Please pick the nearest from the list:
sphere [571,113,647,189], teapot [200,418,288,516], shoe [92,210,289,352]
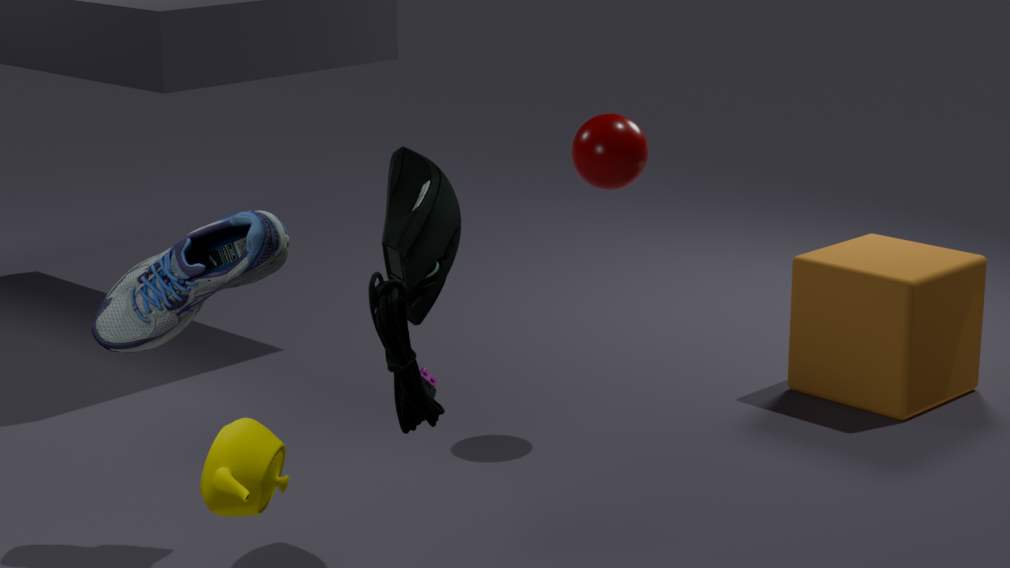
teapot [200,418,288,516]
